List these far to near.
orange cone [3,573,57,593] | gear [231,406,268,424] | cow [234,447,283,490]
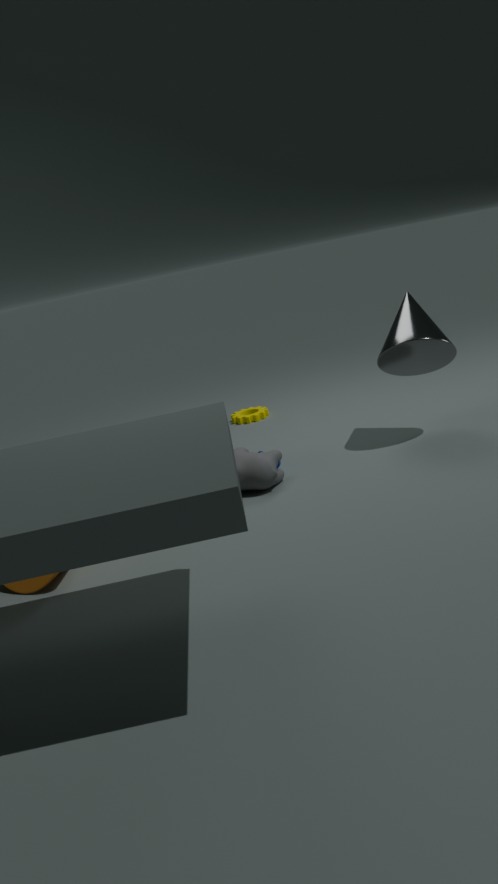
gear [231,406,268,424] → cow [234,447,283,490] → orange cone [3,573,57,593]
